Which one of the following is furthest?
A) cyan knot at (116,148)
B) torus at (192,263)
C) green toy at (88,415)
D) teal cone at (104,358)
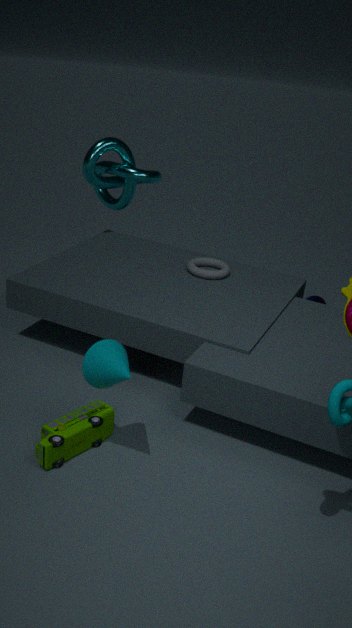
cyan knot at (116,148)
